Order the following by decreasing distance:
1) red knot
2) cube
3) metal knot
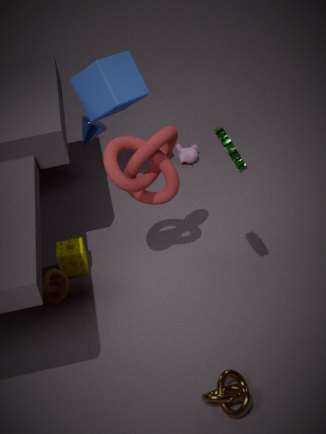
1. 2. cube
2. 1. red knot
3. 3. metal knot
